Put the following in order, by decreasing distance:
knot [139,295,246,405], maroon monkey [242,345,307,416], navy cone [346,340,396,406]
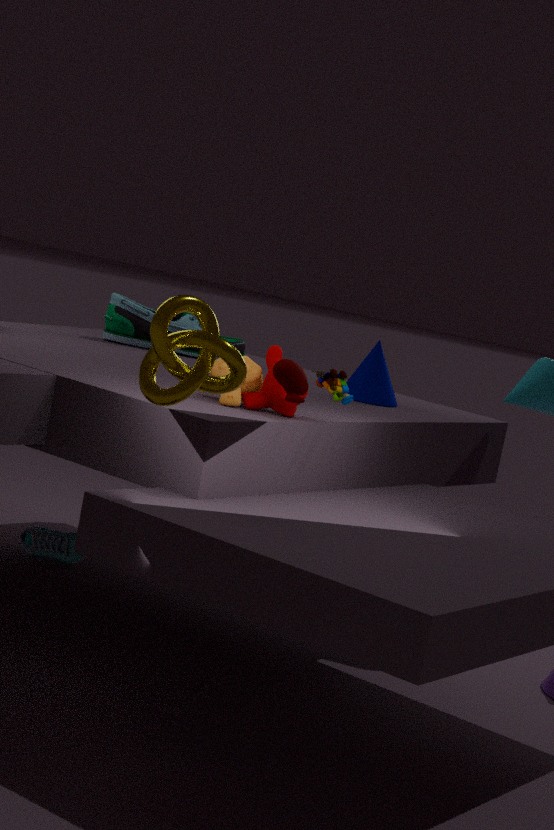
1. navy cone [346,340,396,406]
2. maroon monkey [242,345,307,416]
3. knot [139,295,246,405]
